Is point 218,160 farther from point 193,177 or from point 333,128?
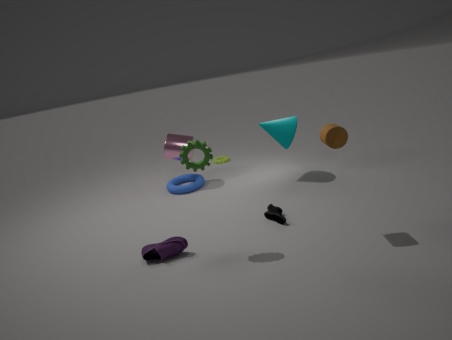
point 333,128
